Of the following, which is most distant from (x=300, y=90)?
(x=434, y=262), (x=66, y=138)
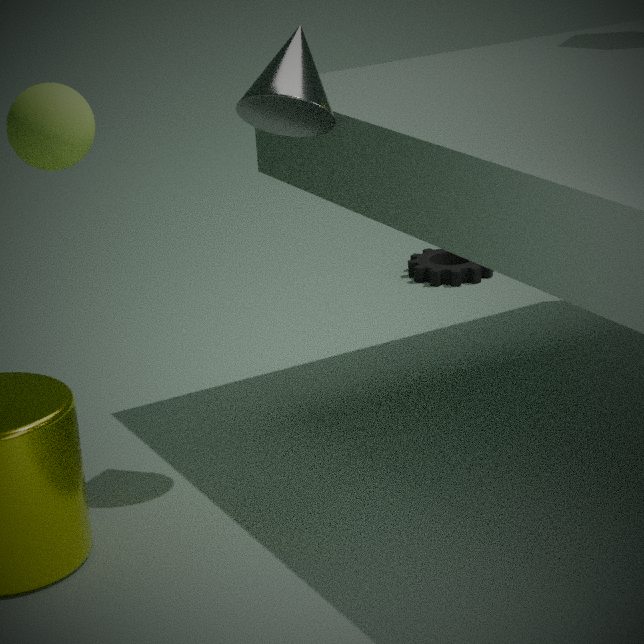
(x=434, y=262)
